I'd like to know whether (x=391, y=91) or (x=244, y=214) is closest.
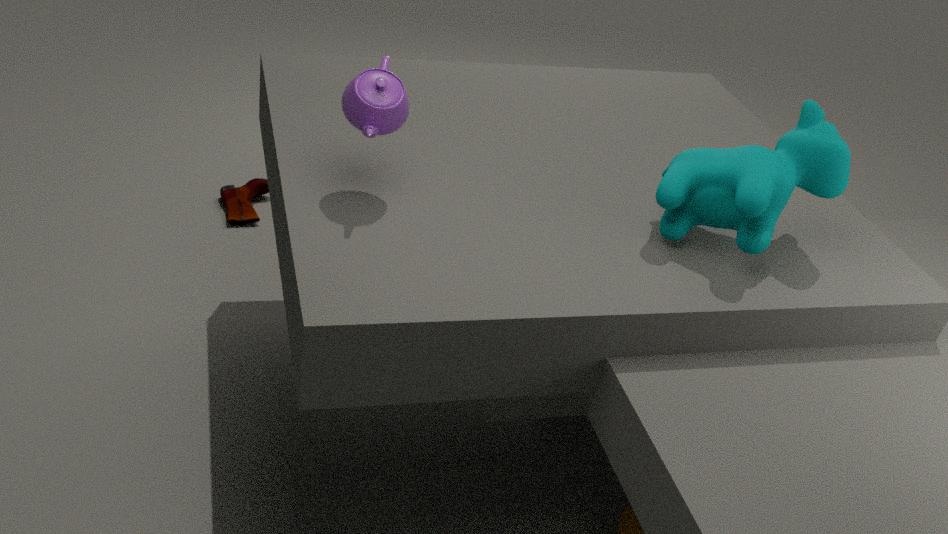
(x=391, y=91)
